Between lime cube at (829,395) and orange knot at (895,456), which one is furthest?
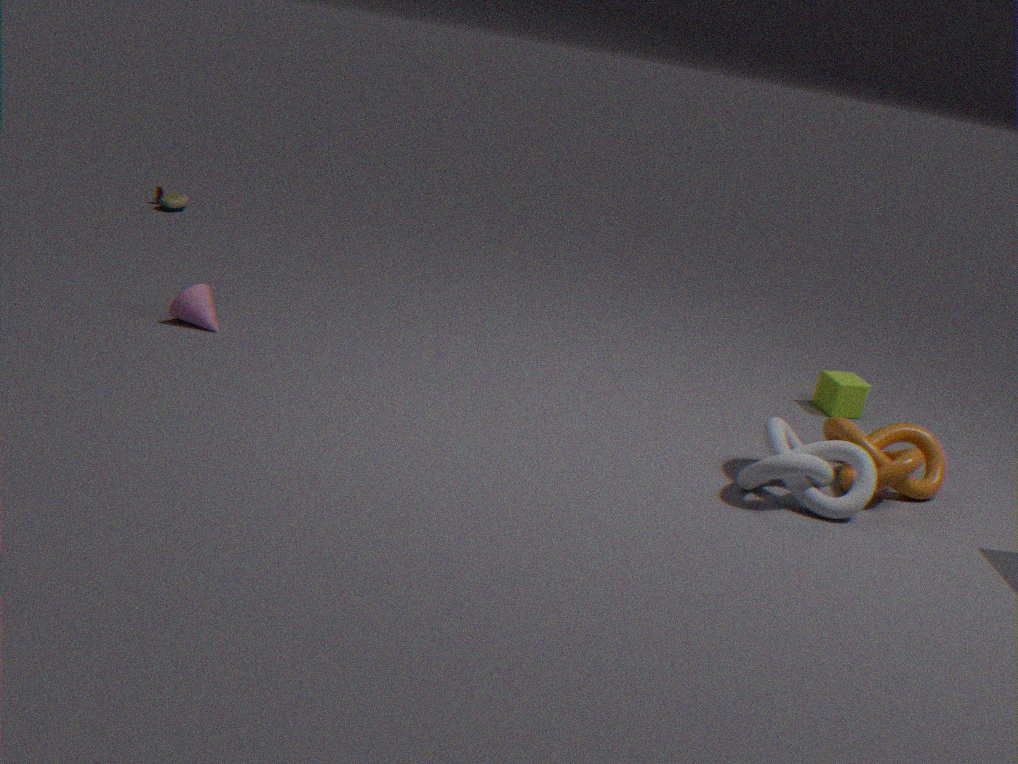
lime cube at (829,395)
